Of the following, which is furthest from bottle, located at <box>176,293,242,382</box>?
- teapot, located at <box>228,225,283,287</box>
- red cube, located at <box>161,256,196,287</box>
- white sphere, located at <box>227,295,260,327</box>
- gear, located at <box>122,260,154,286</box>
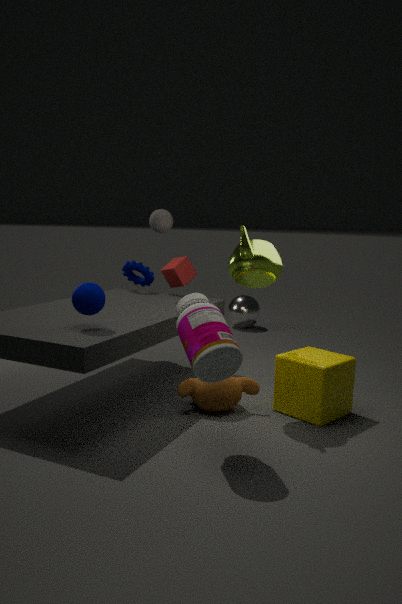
white sphere, located at <box>227,295,260,327</box>
